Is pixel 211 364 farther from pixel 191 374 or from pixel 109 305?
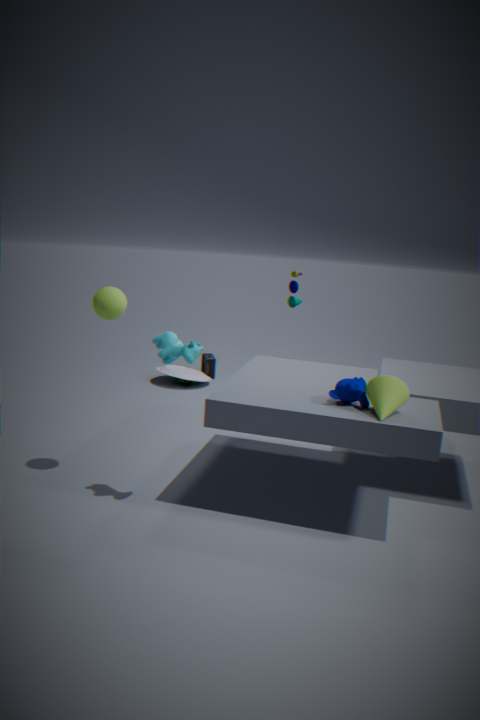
pixel 109 305
